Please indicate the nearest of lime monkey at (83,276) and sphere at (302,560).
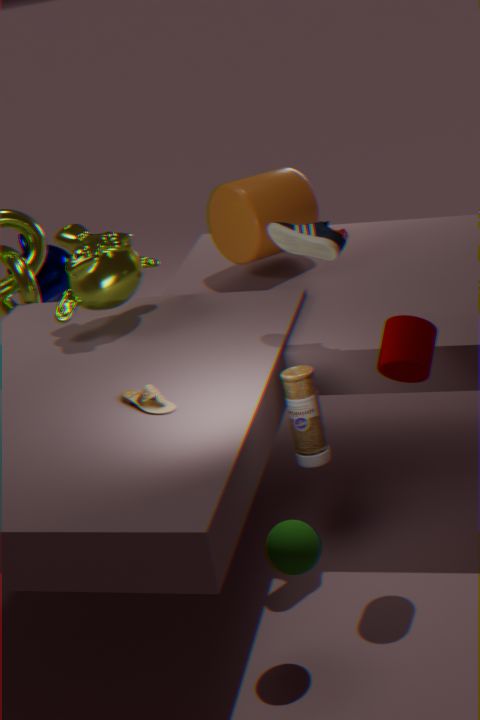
sphere at (302,560)
